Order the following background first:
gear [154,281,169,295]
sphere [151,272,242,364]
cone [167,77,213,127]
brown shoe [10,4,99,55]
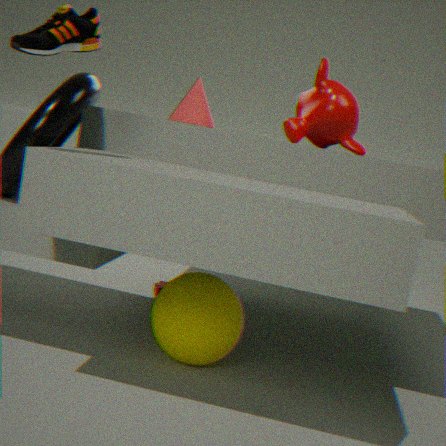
gear [154,281,169,295], cone [167,77,213,127], sphere [151,272,242,364], brown shoe [10,4,99,55]
